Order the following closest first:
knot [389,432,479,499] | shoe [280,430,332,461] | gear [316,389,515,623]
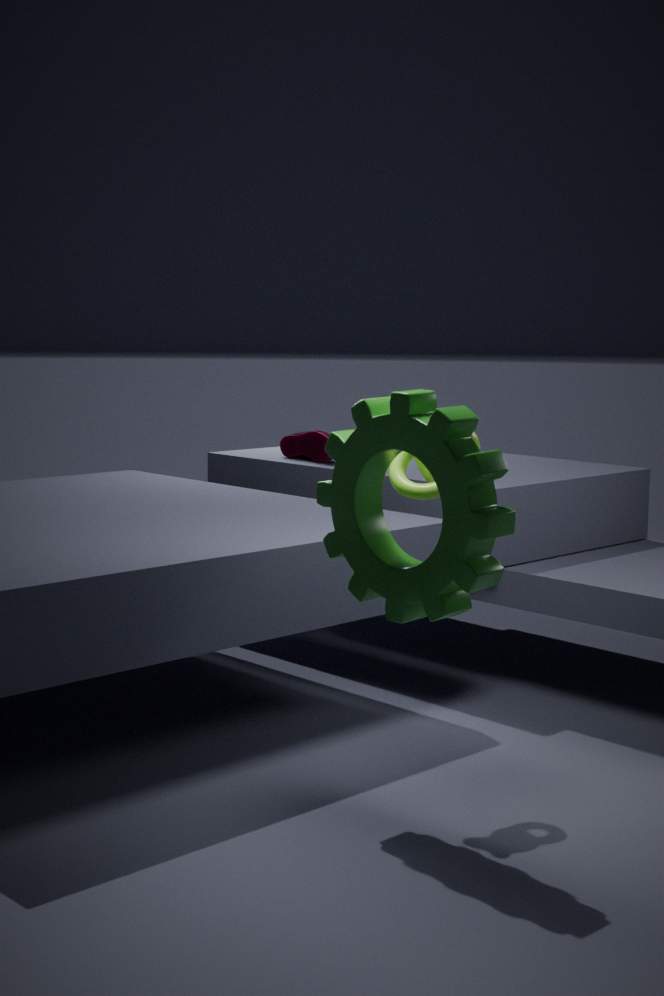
1. gear [316,389,515,623]
2. knot [389,432,479,499]
3. shoe [280,430,332,461]
